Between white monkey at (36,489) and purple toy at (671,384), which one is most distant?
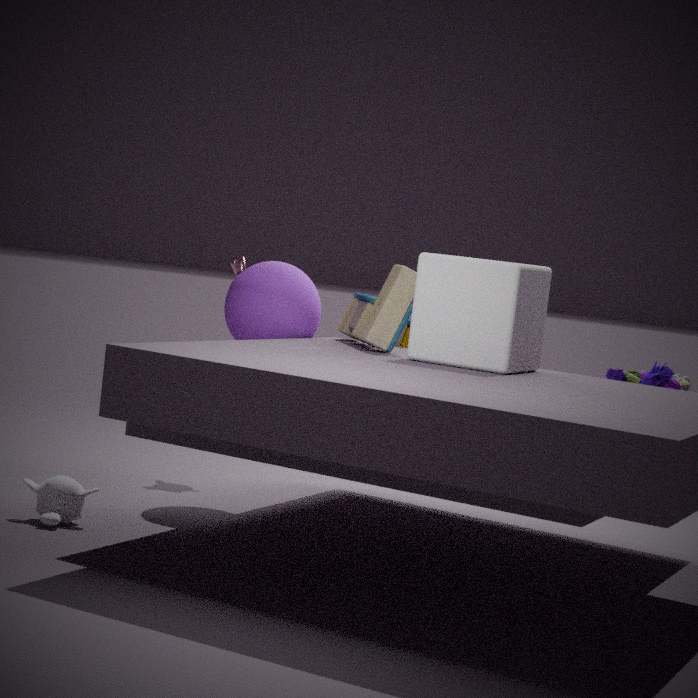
purple toy at (671,384)
